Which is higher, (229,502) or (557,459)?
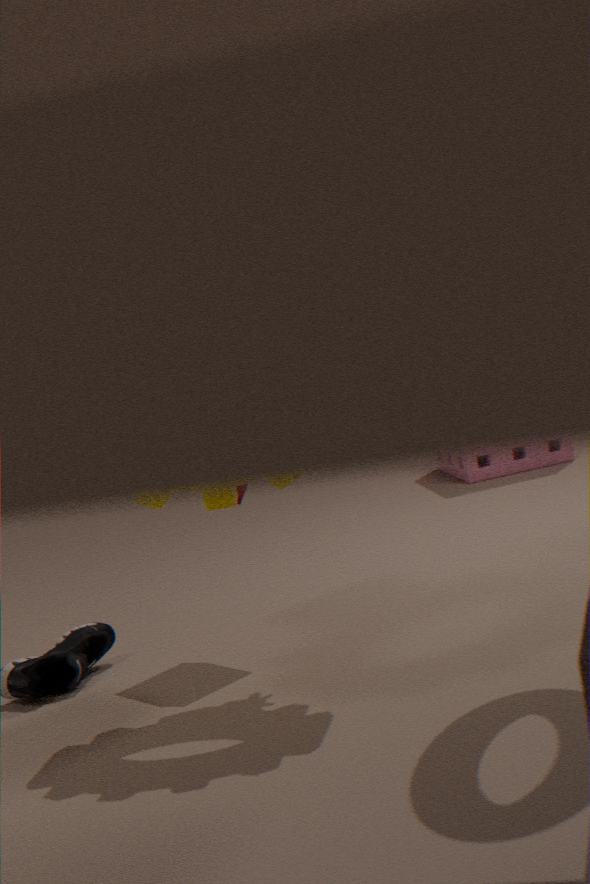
(229,502)
